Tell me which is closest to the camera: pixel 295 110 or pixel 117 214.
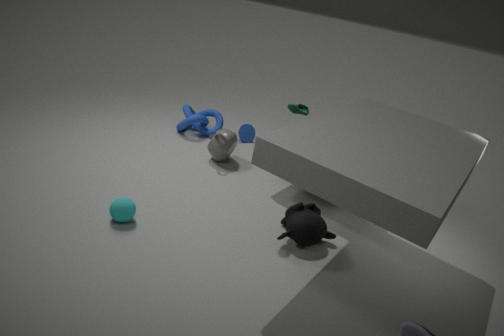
pixel 117 214
